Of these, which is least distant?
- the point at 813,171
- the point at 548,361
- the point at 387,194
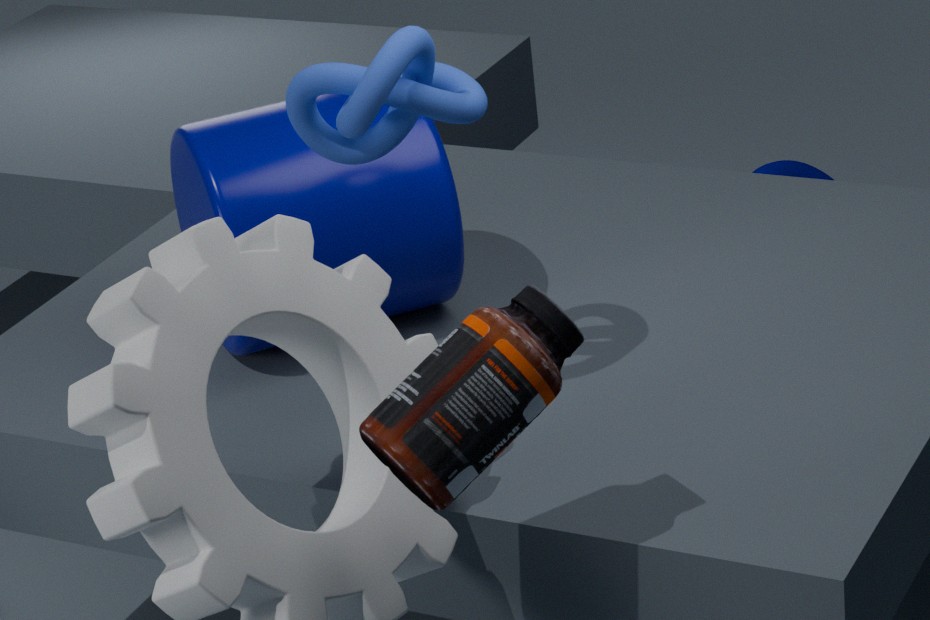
the point at 548,361
